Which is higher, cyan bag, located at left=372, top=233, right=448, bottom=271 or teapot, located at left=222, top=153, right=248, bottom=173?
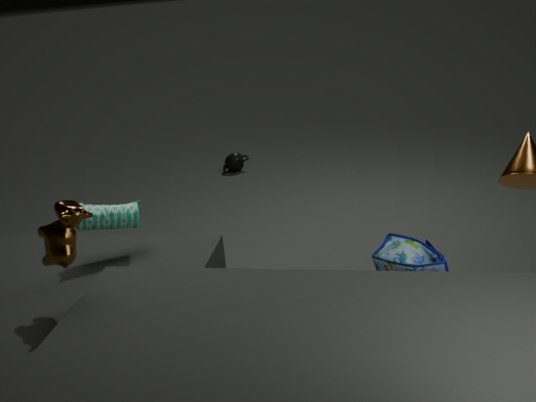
cyan bag, located at left=372, top=233, right=448, bottom=271
